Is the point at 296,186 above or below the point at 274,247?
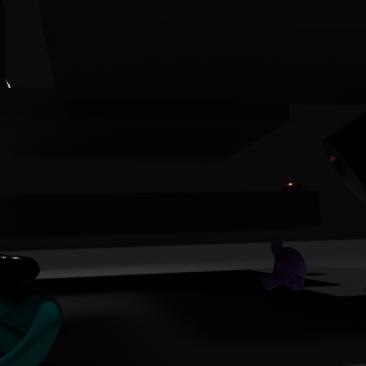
above
